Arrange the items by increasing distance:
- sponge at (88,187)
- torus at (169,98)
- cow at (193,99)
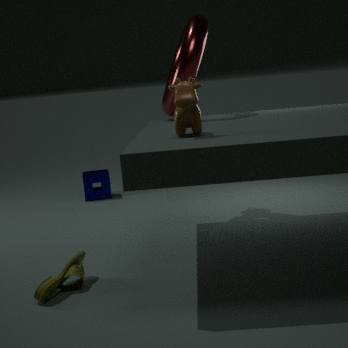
cow at (193,99), torus at (169,98), sponge at (88,187)
